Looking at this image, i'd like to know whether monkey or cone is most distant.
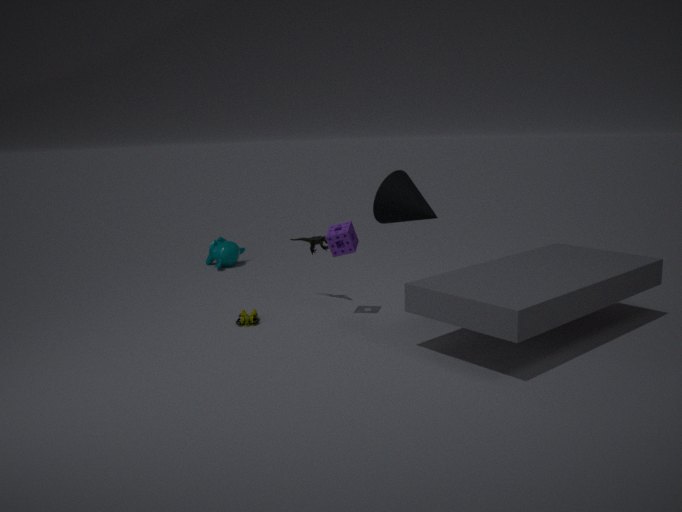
monkey
